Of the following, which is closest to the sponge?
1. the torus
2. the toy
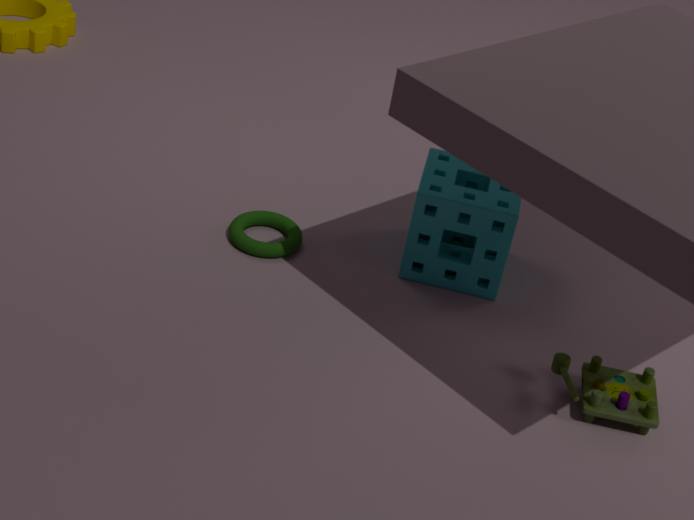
the torus
